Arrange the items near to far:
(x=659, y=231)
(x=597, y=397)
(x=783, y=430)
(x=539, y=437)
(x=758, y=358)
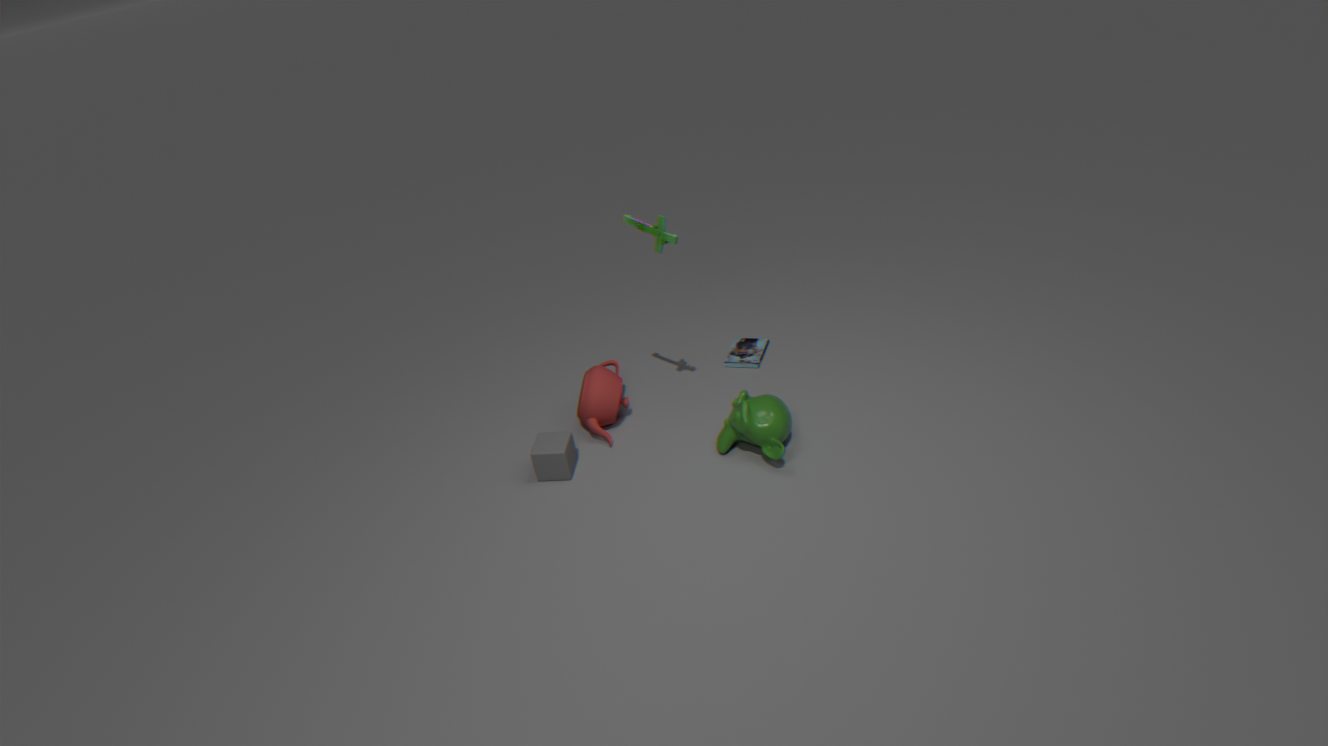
(x=659, y=231)
(x=783, y=430)
(x=539, y=437)
(x=597, y=397)
(x=758, y=358)
